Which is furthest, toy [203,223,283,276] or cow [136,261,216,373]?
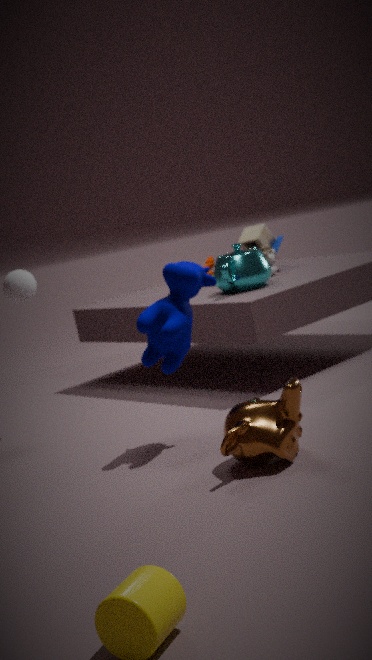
toy [203,223,283,276]
